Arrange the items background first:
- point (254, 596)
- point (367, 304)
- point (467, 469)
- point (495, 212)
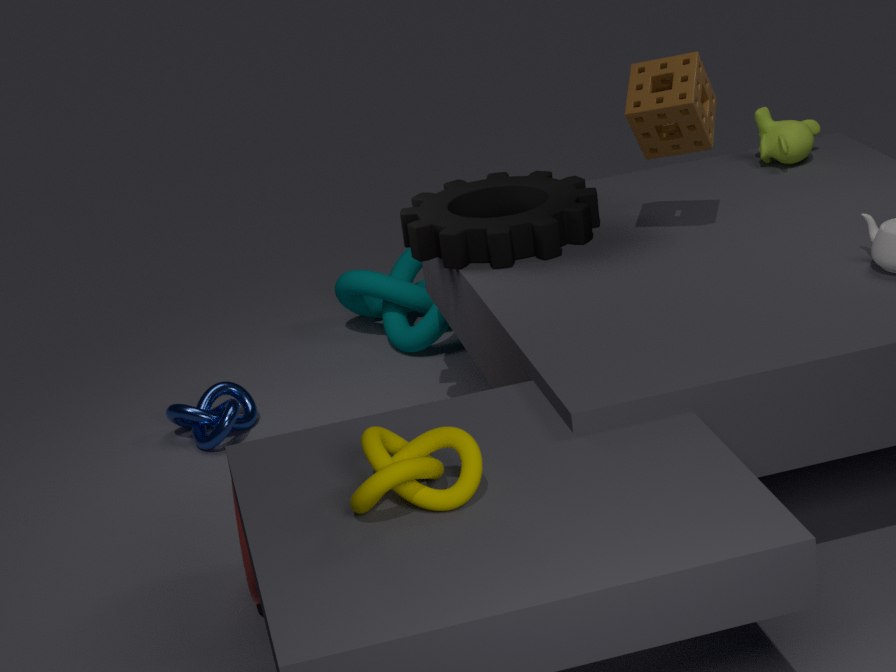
point (367, 304) → point (495, 212) → point (254, 596) → point (467, 469)
